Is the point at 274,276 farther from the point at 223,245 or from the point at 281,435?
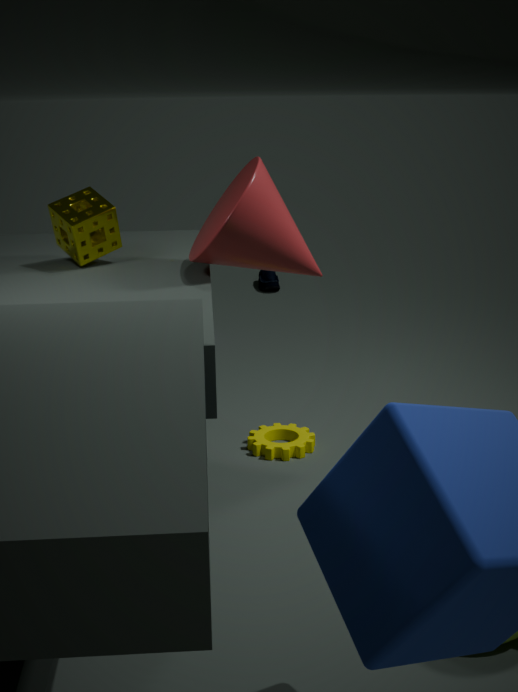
the point at 223,245
